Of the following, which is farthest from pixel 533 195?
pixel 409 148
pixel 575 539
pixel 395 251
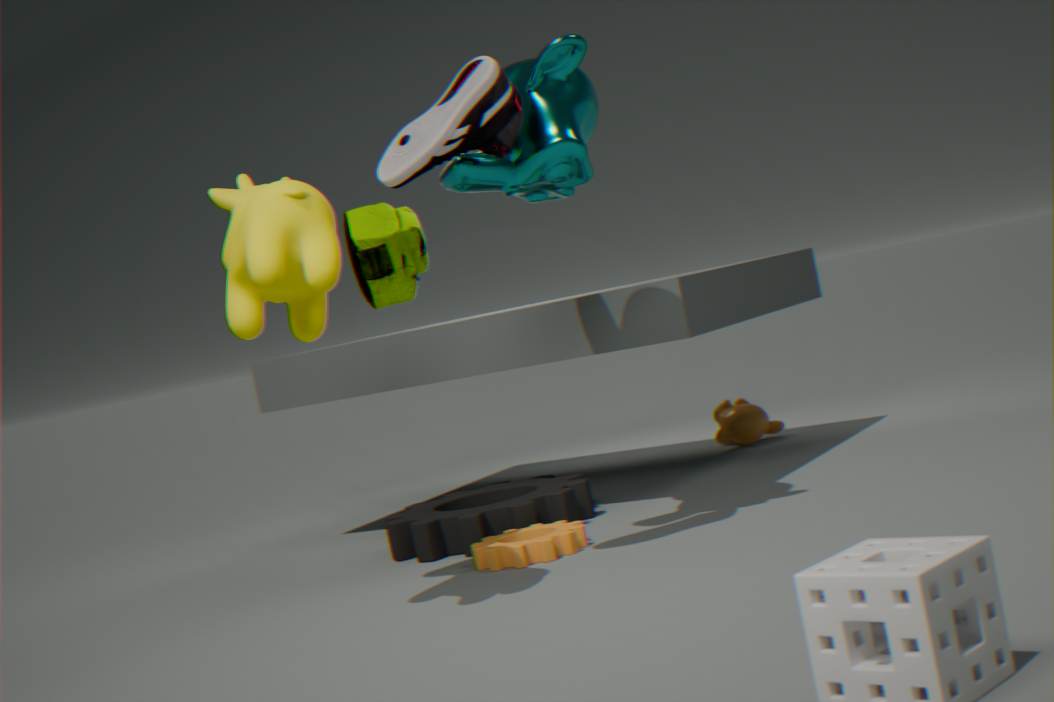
pixel 395 251
